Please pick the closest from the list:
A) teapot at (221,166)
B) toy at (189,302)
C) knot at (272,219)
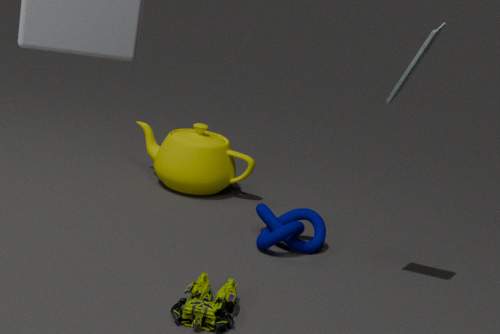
toy at (189,302)
